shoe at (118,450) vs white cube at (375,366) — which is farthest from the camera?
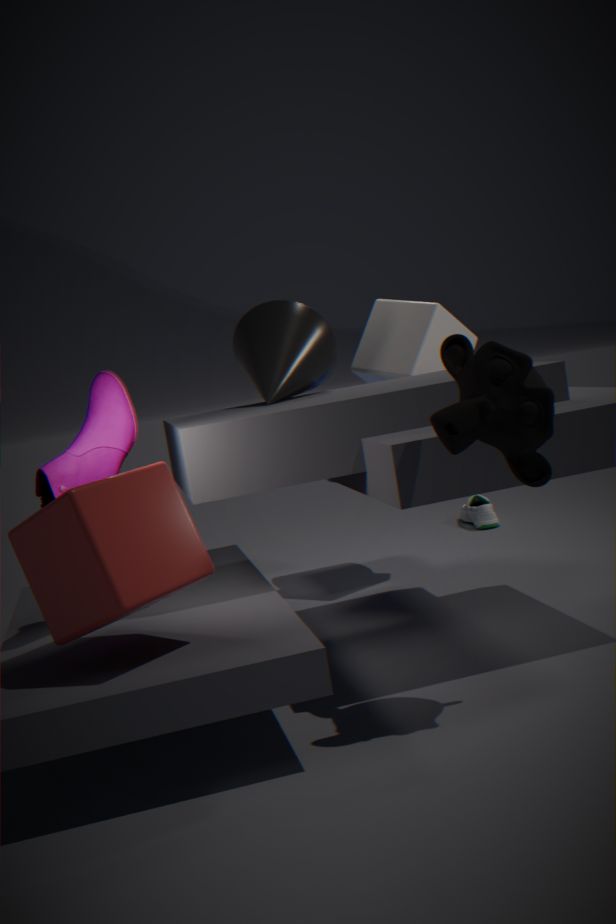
white cube at (375,366)
